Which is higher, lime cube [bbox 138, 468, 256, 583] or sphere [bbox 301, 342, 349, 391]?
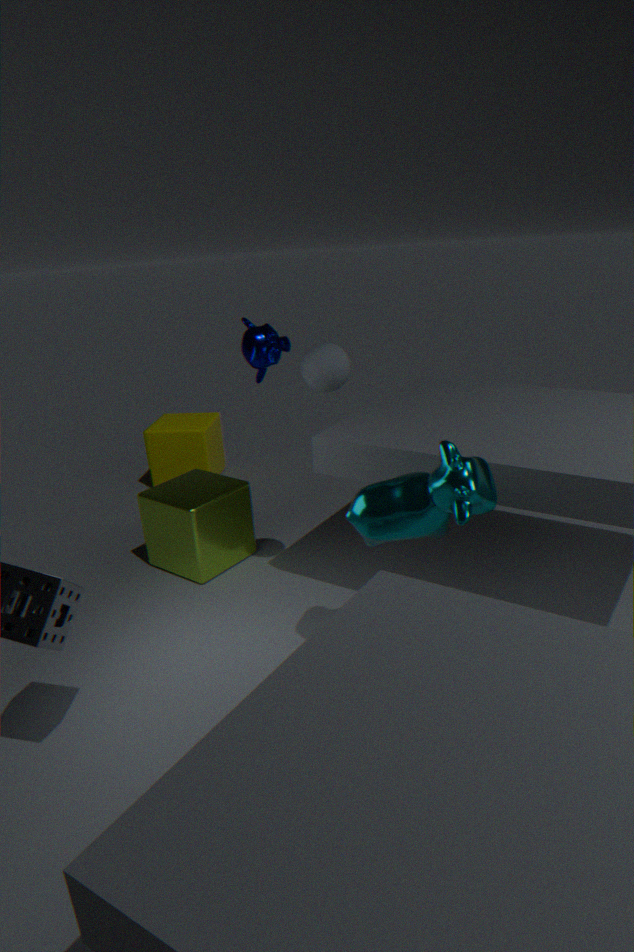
sphere [bbox 301, 342, 349, 391]
